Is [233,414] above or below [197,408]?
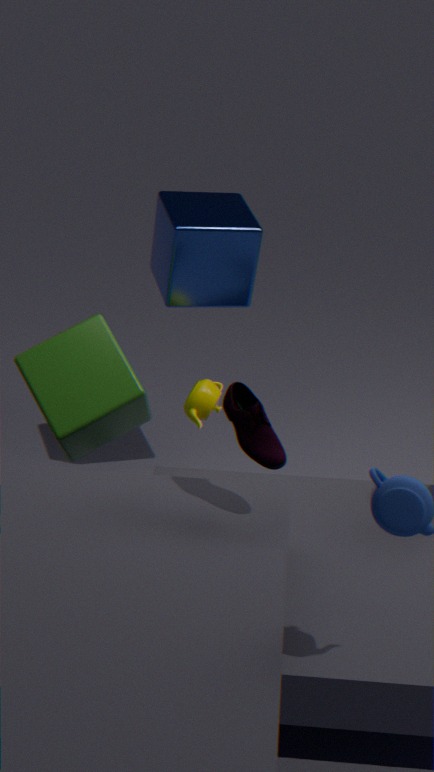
above
